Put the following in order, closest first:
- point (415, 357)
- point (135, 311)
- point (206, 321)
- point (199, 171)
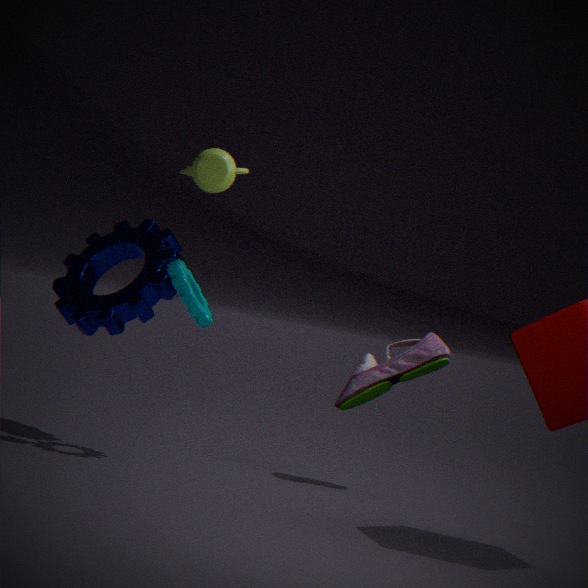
point (199, 171), point (206, 321), point (135, 311), point (415, 357)
